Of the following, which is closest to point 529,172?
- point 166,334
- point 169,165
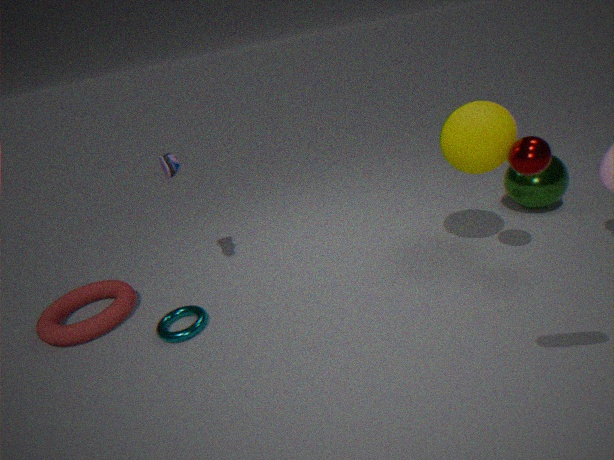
point 169,165
